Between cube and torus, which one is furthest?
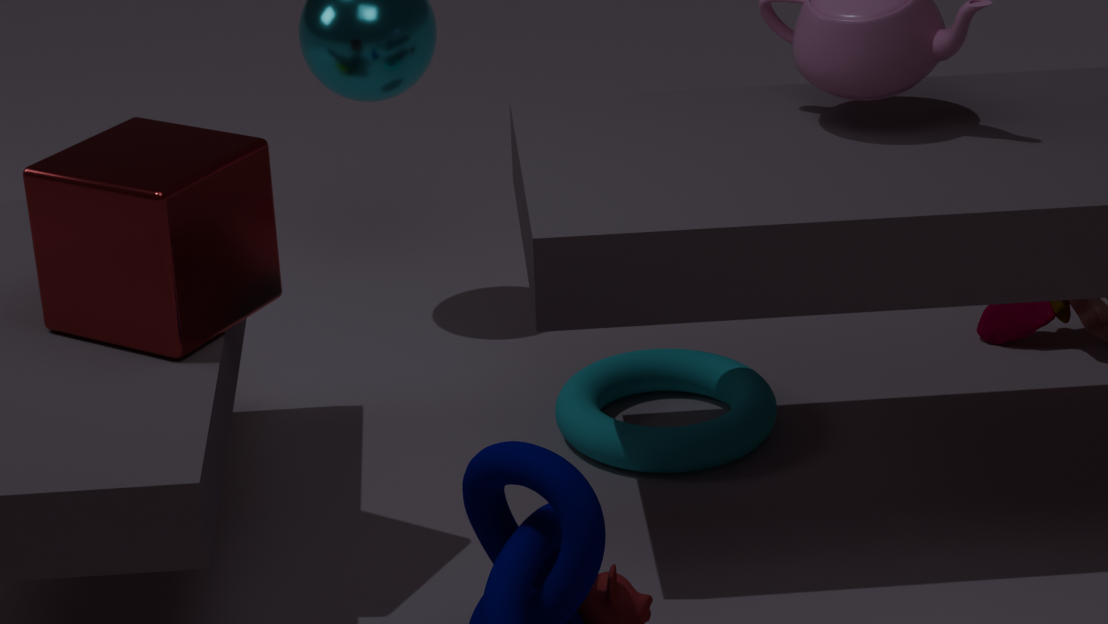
torus
